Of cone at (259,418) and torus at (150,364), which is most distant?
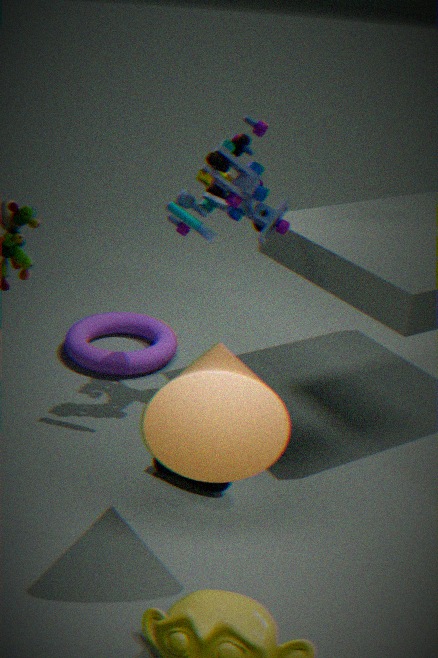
torus at (150,364)
